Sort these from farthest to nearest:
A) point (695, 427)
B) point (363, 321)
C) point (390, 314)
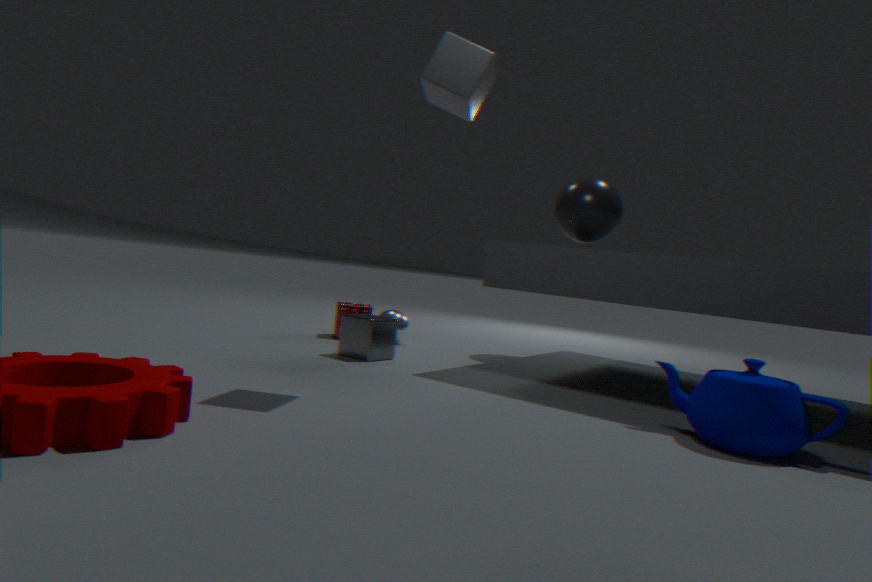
1. point (390, 314)
2. point (363, 321)
3. point (695, 427)
